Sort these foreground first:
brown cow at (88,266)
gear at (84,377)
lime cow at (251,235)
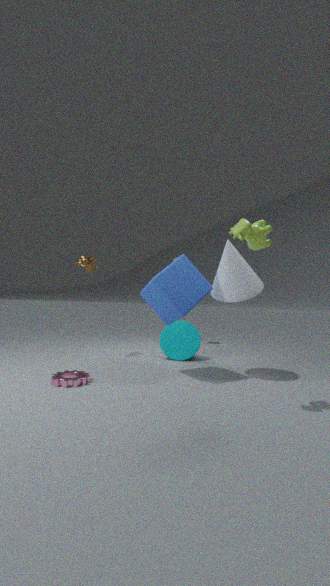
1. lime cow at (251,235)
2. gear at (84,377)
3. brown cow at (88,266)
